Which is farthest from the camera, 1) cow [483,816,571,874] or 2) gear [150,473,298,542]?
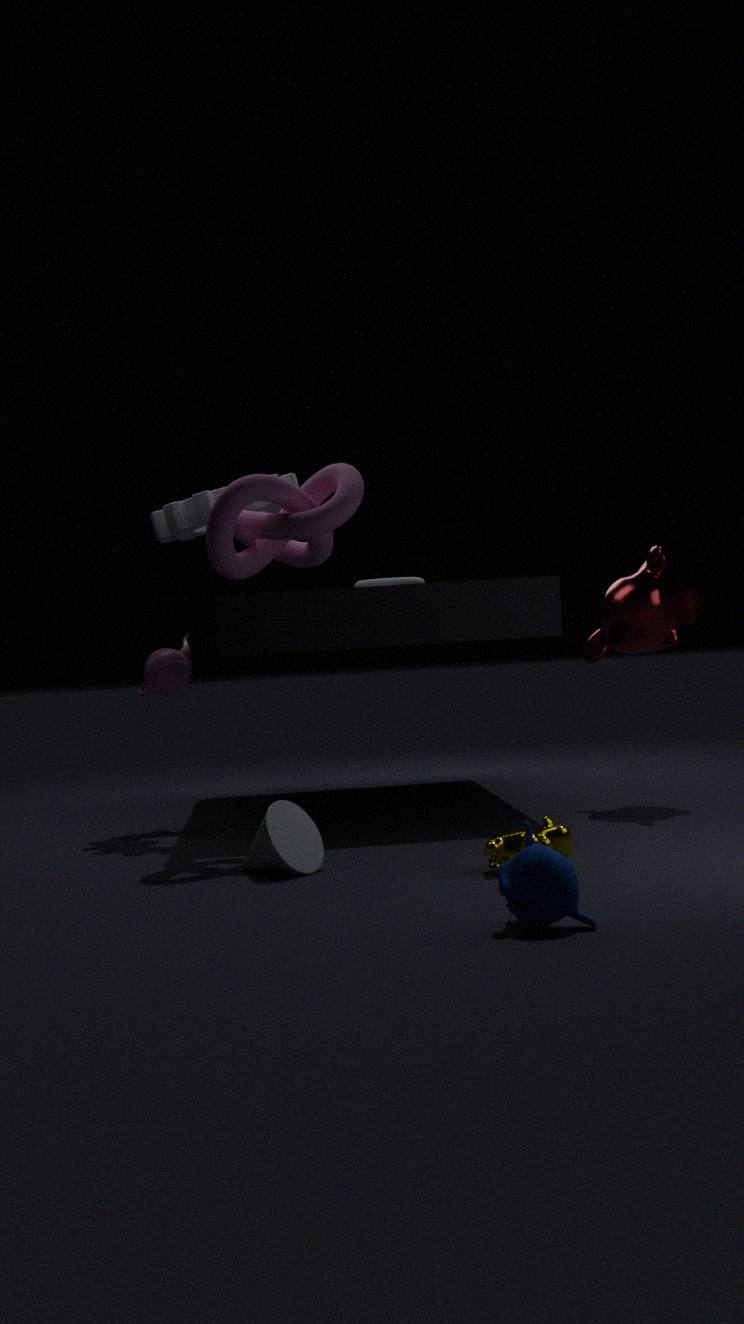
2. gear [150,473,298,542]
